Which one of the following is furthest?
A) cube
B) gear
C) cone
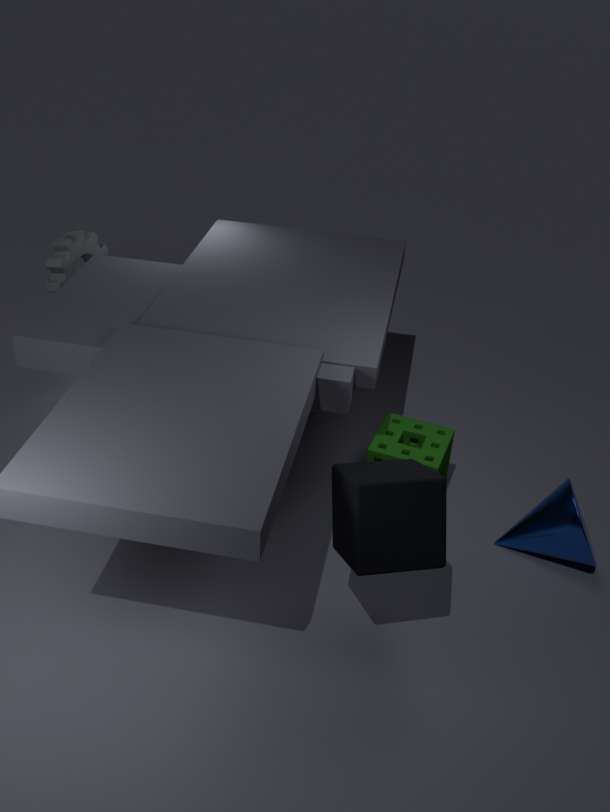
gear
